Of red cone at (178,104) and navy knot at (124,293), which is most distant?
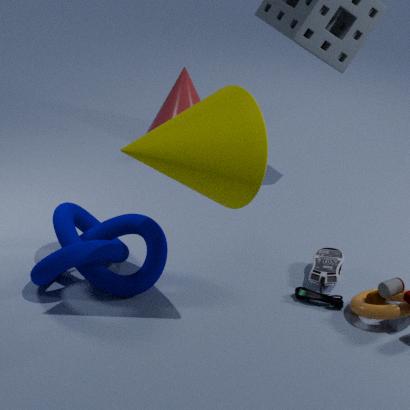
red cone at (178,104)
